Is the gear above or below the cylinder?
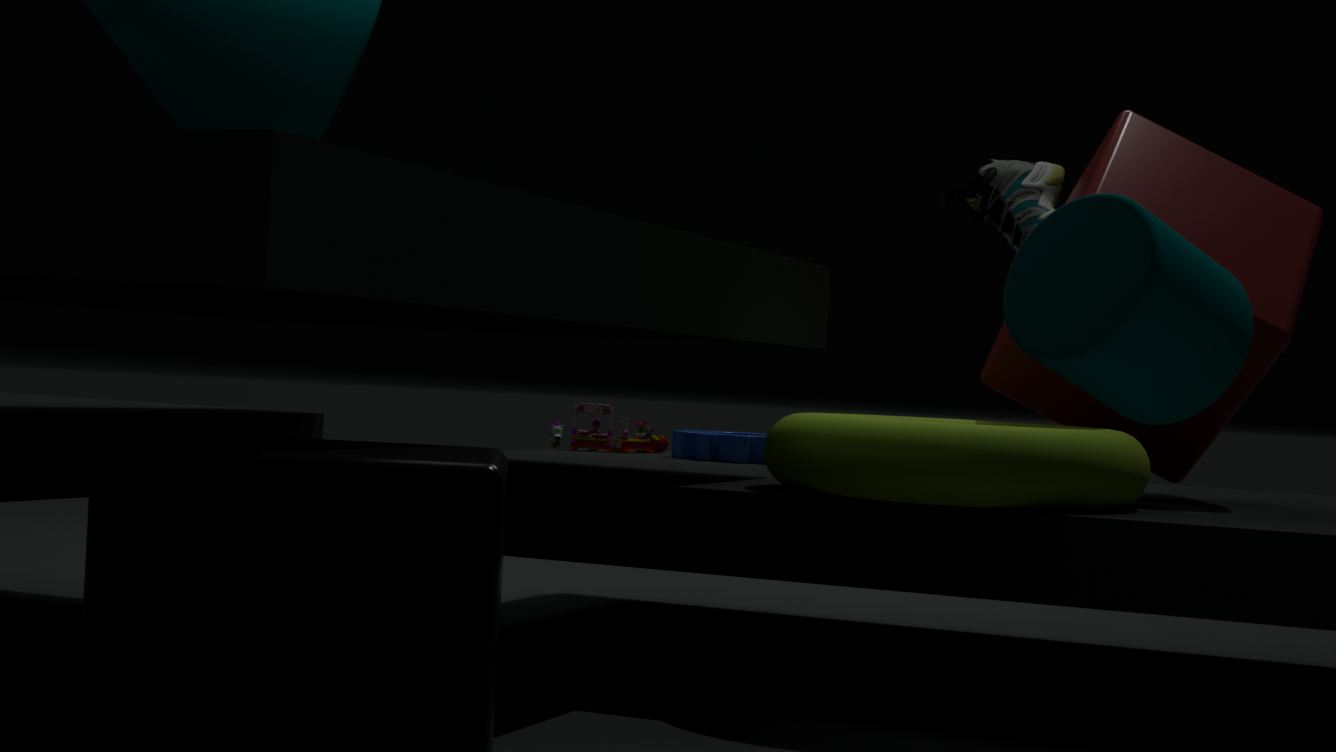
below
